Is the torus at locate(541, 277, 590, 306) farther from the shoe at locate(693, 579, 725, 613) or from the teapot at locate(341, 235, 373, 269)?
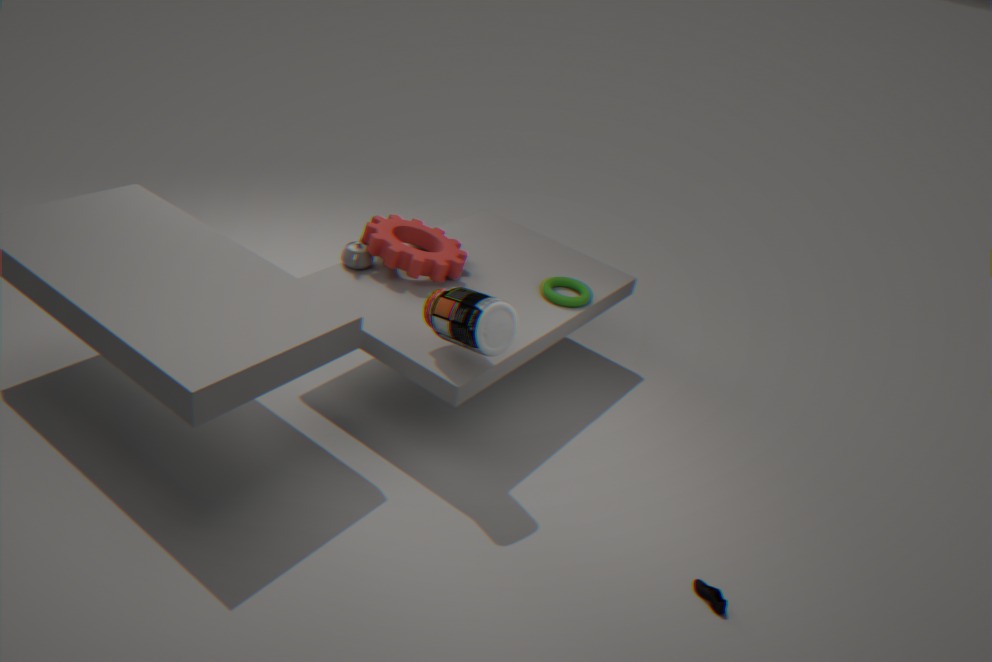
the shoe at locate(693, 579, 725, 613)
